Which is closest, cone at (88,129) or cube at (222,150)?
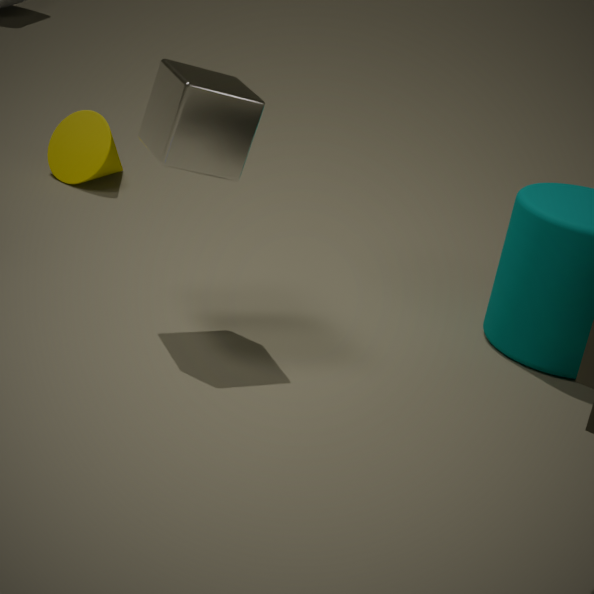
cube at (222,150)
